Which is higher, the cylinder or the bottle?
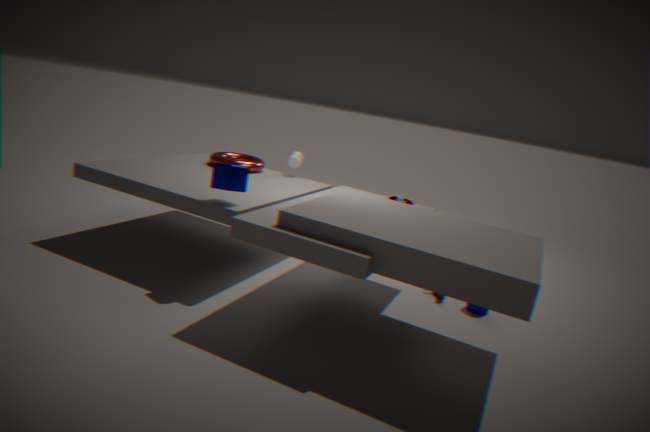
the bottle
